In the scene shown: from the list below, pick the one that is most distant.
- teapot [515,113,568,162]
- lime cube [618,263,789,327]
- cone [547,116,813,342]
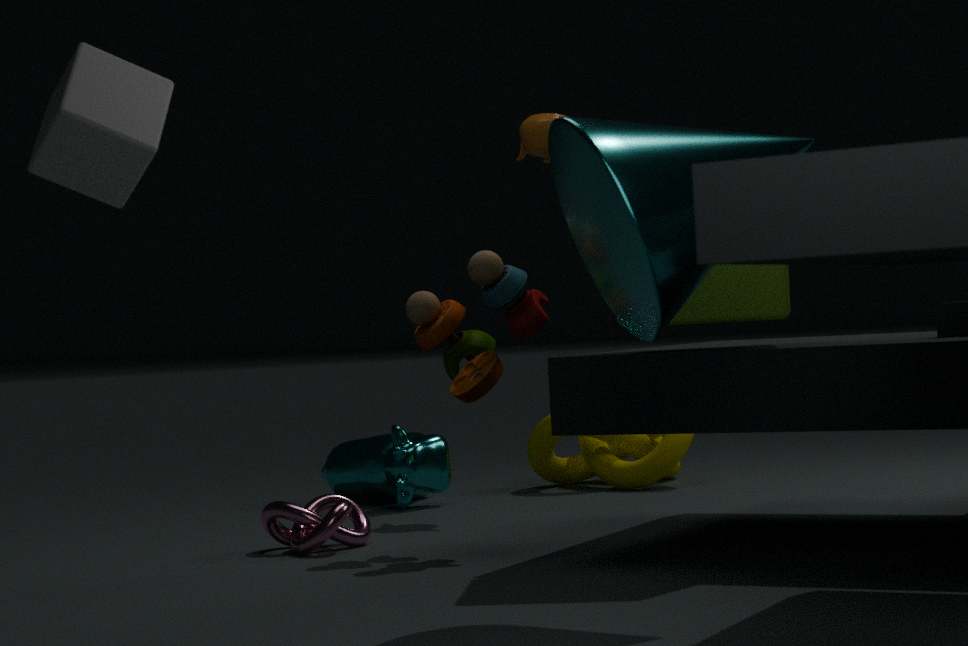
teapot [515,113,568,162]
